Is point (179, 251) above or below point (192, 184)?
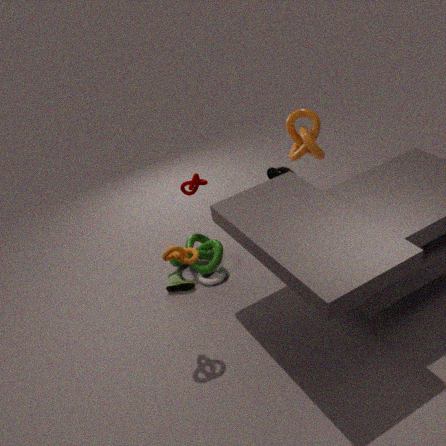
above
